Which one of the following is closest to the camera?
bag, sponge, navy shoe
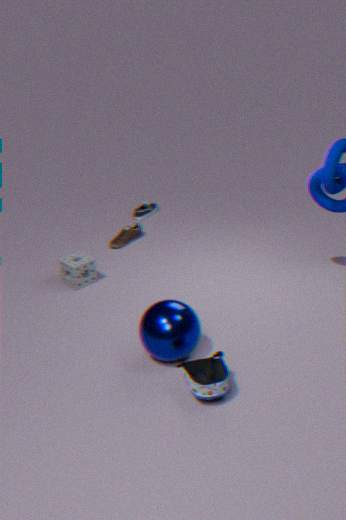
bag
